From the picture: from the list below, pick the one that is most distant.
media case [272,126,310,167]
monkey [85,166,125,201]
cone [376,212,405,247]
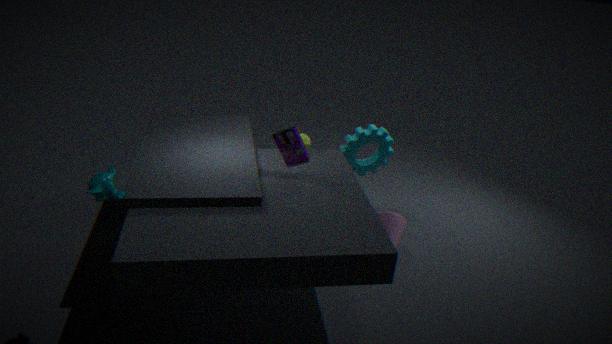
cone [376,212,405,247]
